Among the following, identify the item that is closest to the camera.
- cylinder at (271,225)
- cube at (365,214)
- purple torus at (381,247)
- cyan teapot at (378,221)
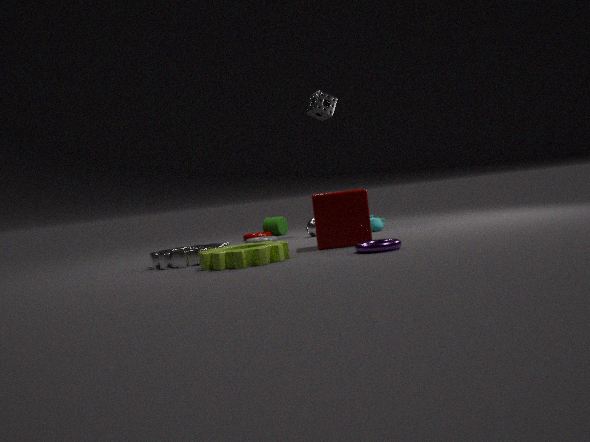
purple torus at (381,247)
